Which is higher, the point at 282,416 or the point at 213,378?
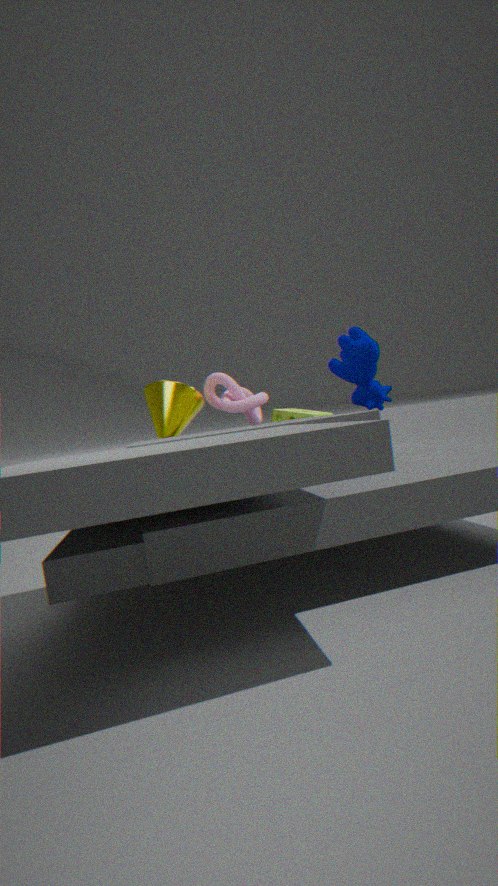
the point at 213,378
